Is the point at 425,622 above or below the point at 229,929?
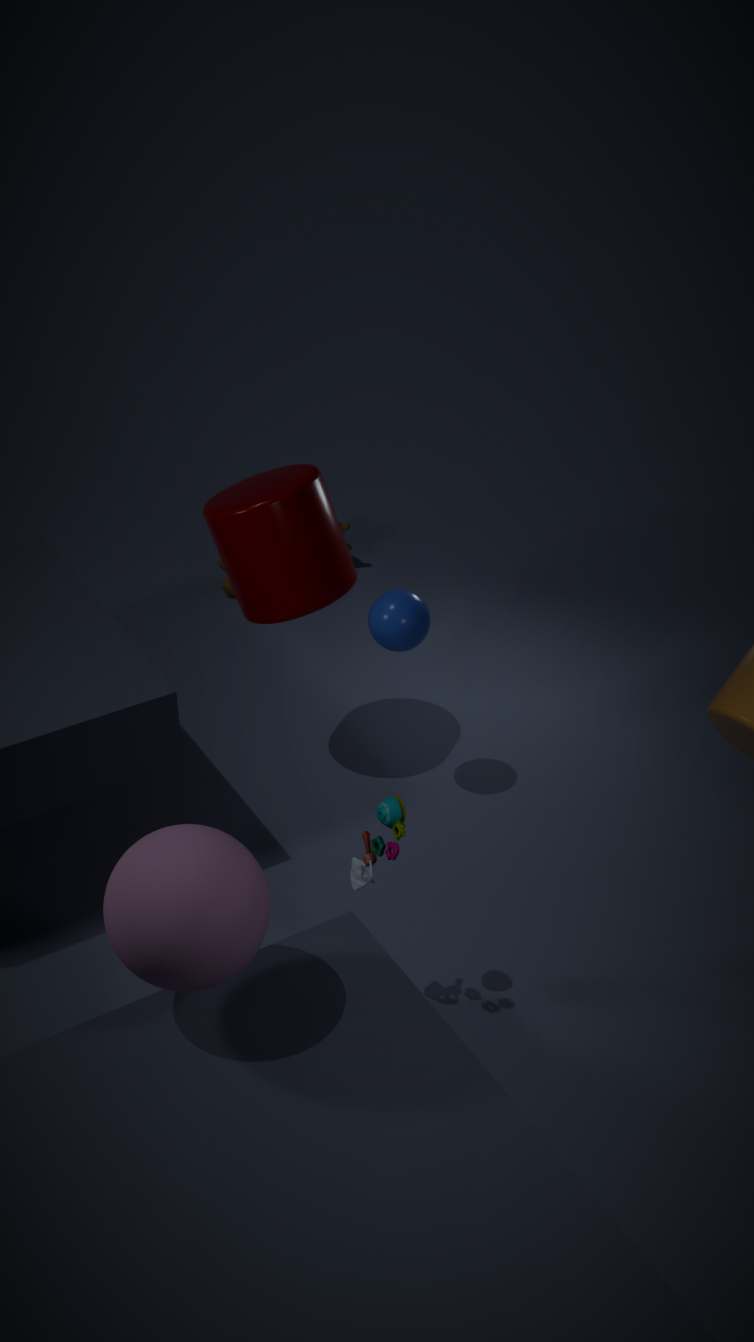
below
